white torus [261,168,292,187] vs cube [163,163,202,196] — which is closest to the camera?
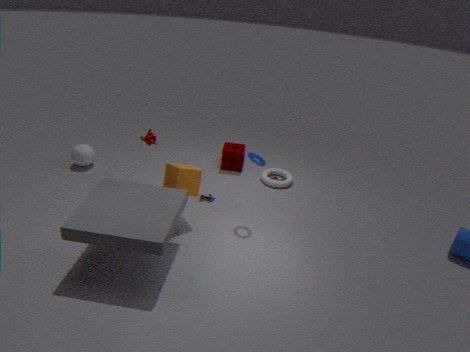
cube [163,163,202,196]
